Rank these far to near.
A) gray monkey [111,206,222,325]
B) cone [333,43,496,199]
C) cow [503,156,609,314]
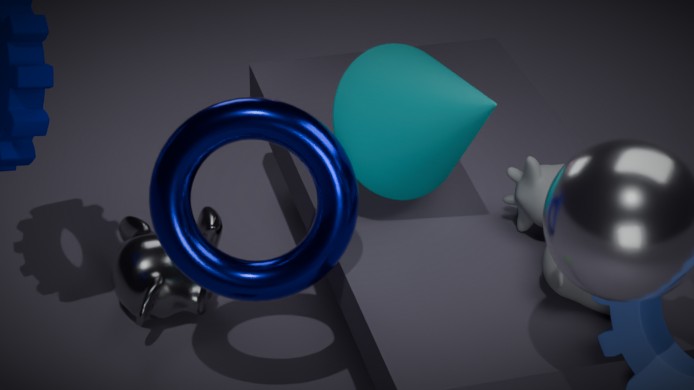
gray monkey [111,206,222,325] → cone [333,43,496,199] → cow [503,156,609,314]
